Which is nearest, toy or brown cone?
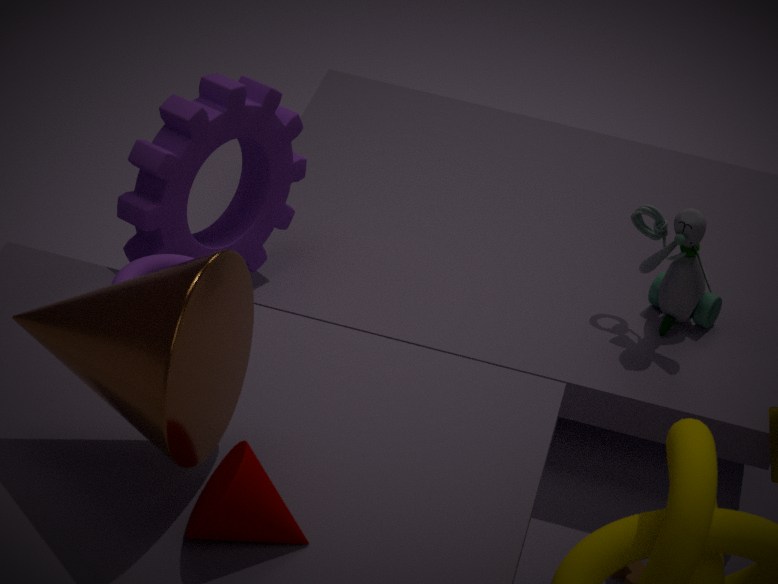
brown cone
